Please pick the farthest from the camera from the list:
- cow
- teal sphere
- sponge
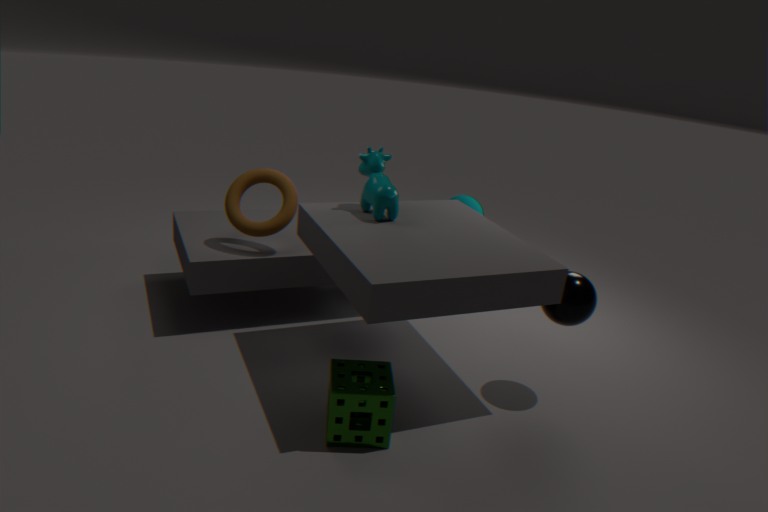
teal sphere
